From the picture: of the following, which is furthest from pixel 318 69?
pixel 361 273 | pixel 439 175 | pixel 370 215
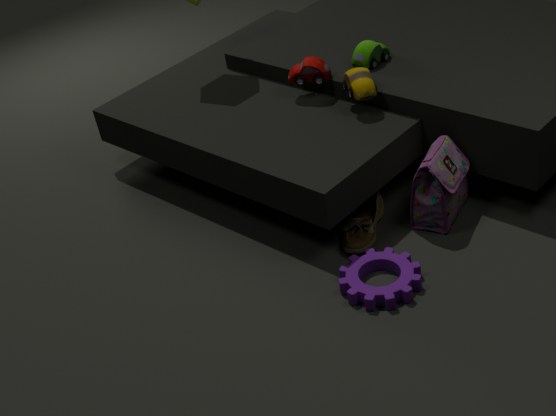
pixel 361 273
